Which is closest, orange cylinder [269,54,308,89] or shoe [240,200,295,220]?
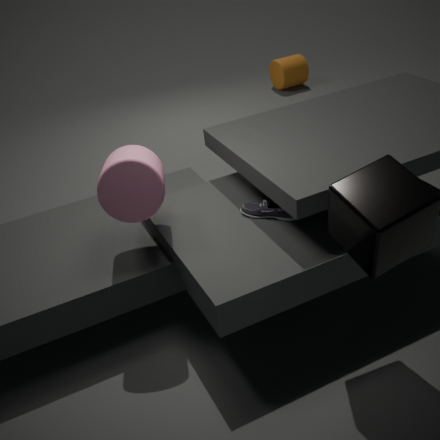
shoe [240,200,295,220]
